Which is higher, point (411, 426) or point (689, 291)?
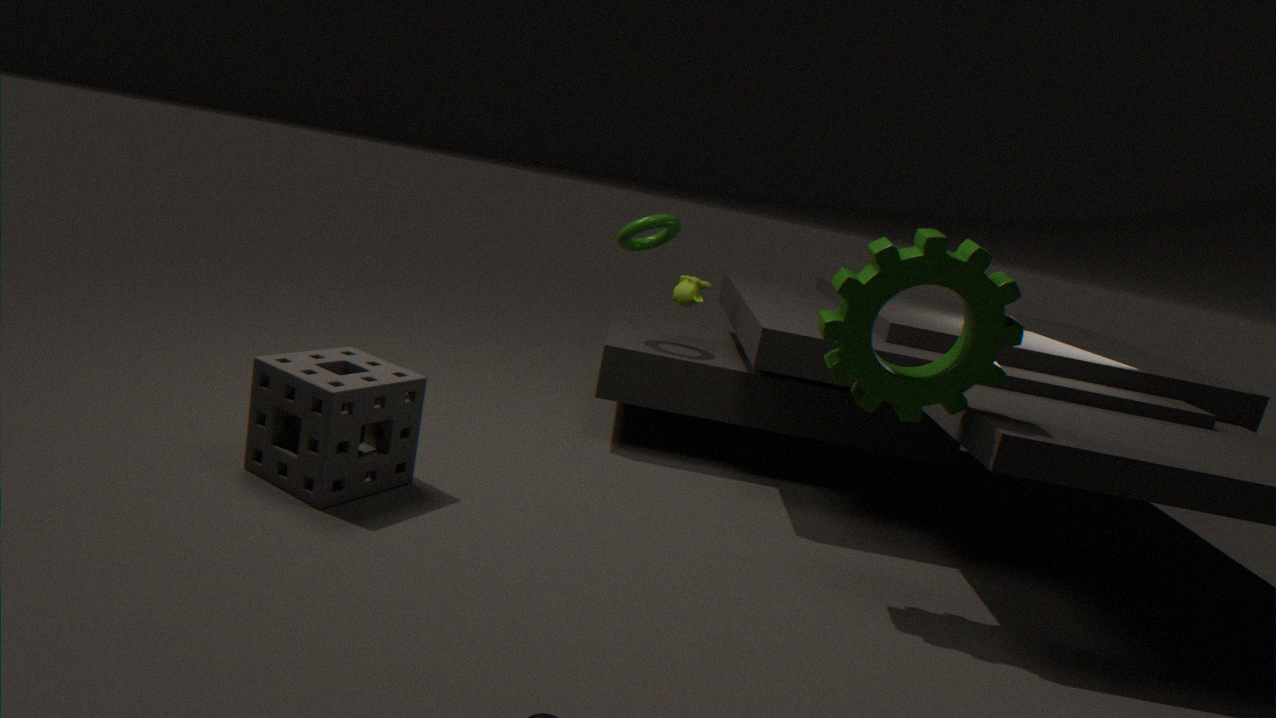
point (689, 291)
